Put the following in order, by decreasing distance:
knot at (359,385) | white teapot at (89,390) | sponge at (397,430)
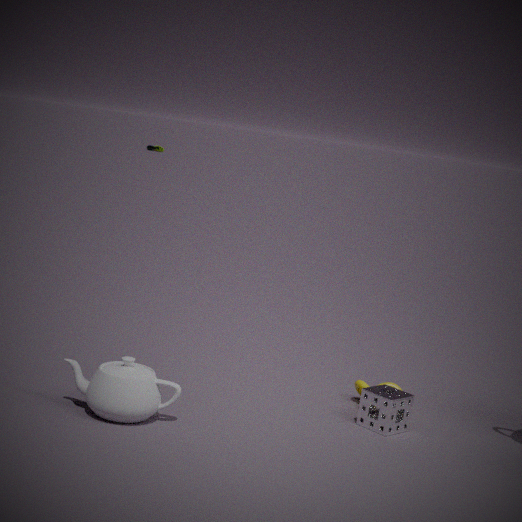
knot at (359,385) < sponge at (397,430) < white teapot at (89,390)
